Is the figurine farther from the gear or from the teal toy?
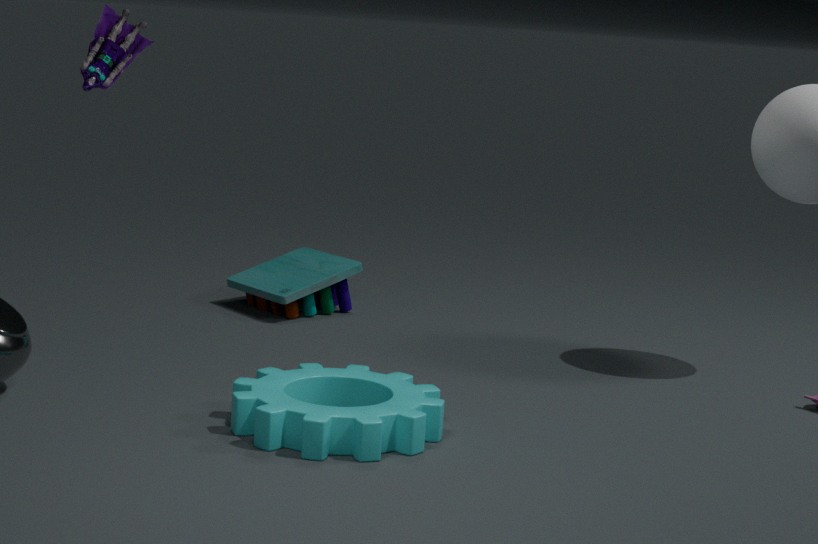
the teal toy
